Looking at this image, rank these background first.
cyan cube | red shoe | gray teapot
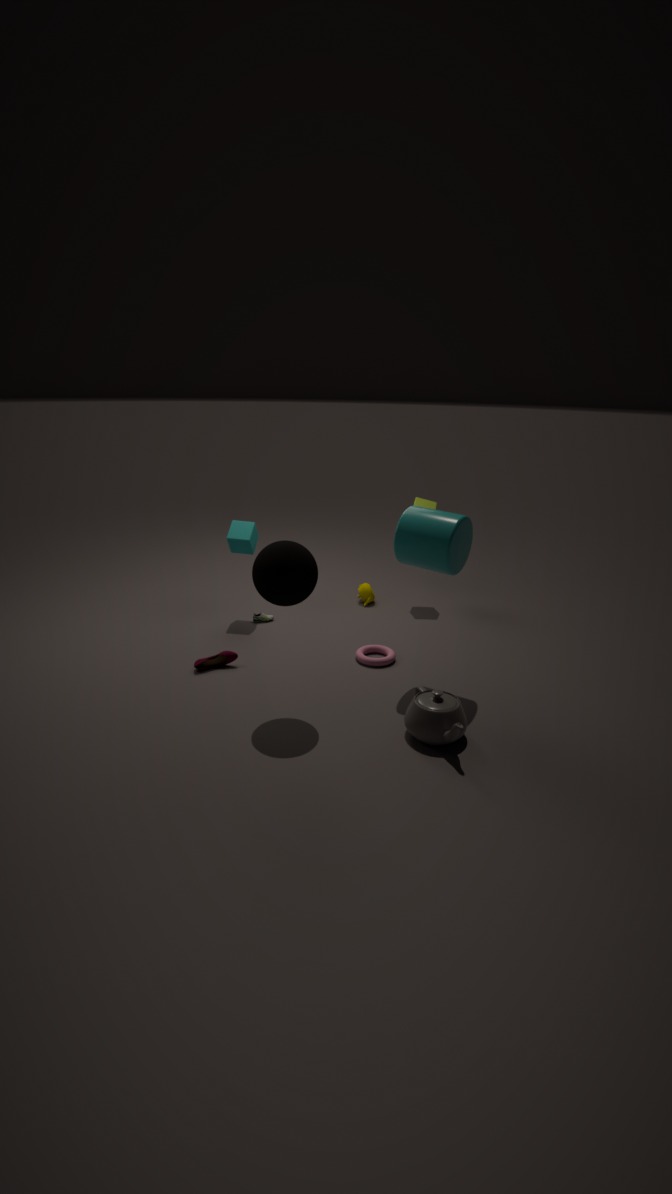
1. cyan cube
2. red shoe
3. gray teapot
